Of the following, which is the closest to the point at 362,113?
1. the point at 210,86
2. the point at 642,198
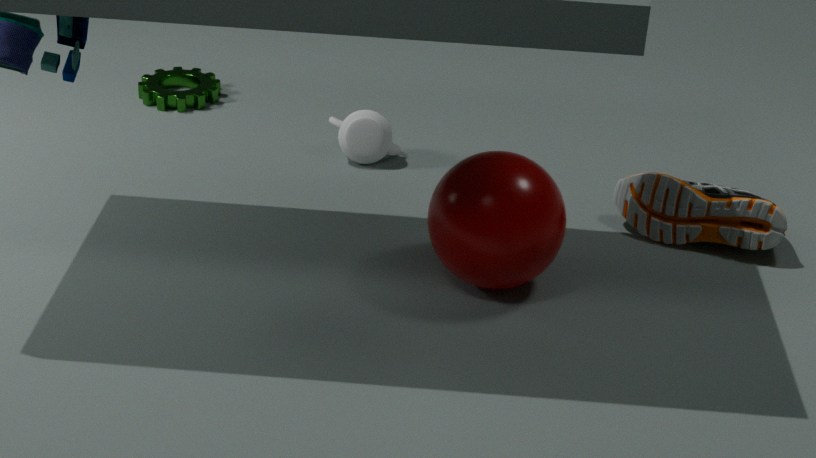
the point at 210,86
